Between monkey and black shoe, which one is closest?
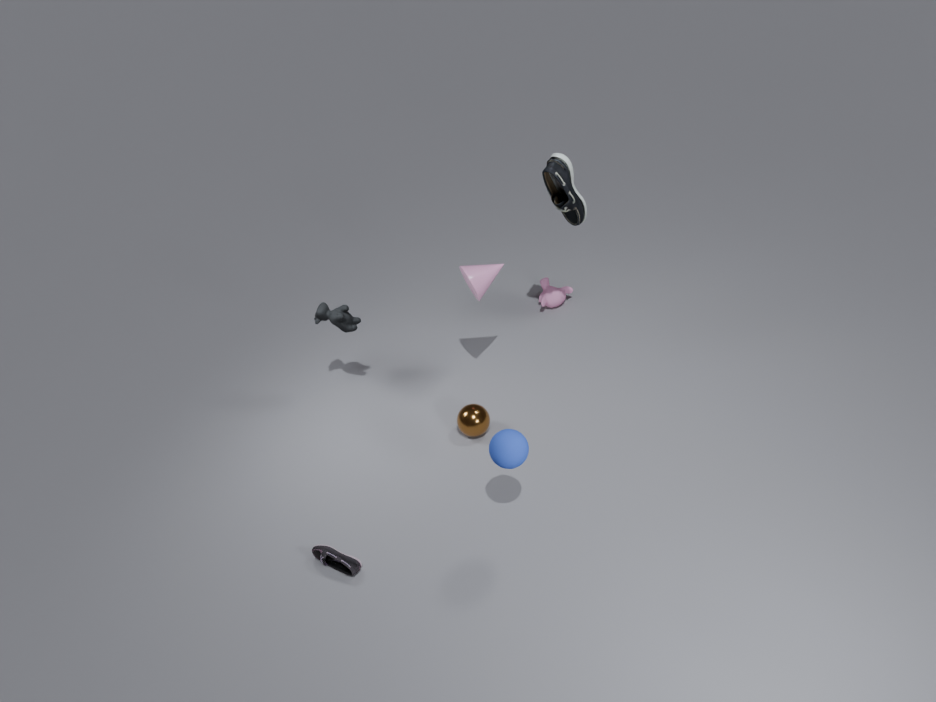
black shoe
